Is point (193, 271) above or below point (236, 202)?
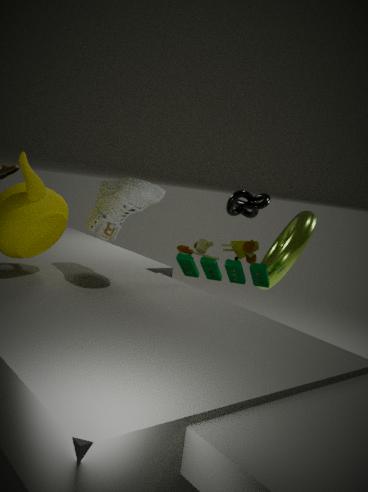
below
